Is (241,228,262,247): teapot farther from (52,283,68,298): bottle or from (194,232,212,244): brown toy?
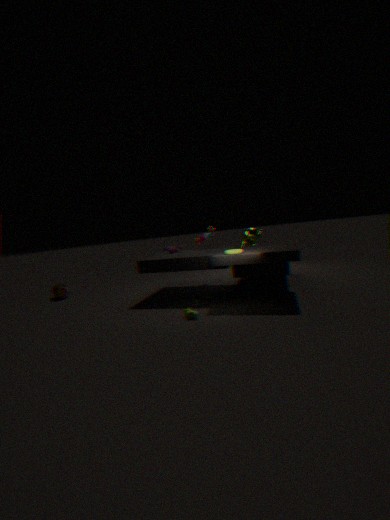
(52,283,68,298): bottle
